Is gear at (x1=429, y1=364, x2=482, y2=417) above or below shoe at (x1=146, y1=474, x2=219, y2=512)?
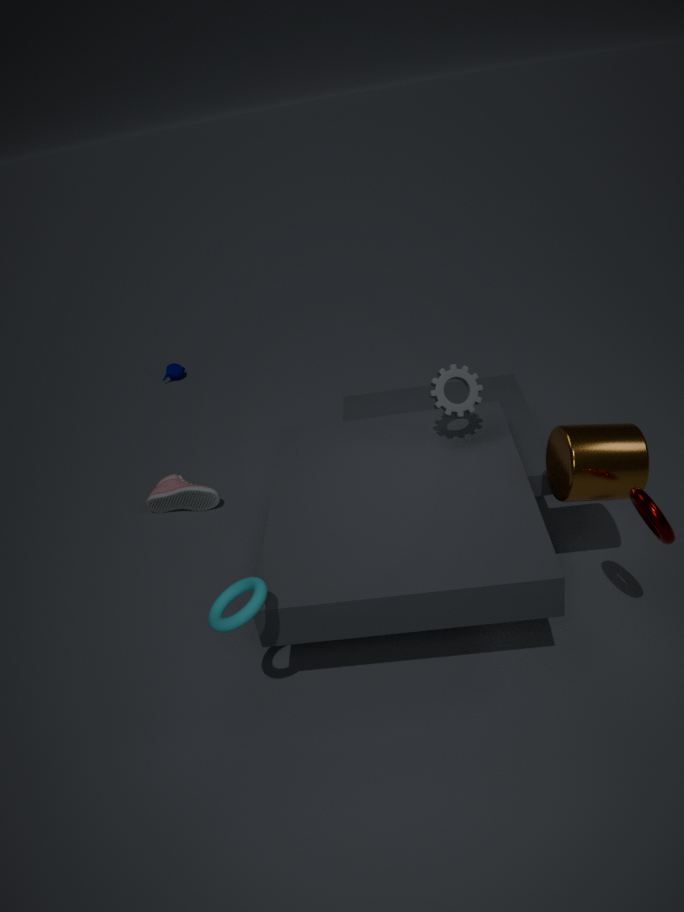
above
